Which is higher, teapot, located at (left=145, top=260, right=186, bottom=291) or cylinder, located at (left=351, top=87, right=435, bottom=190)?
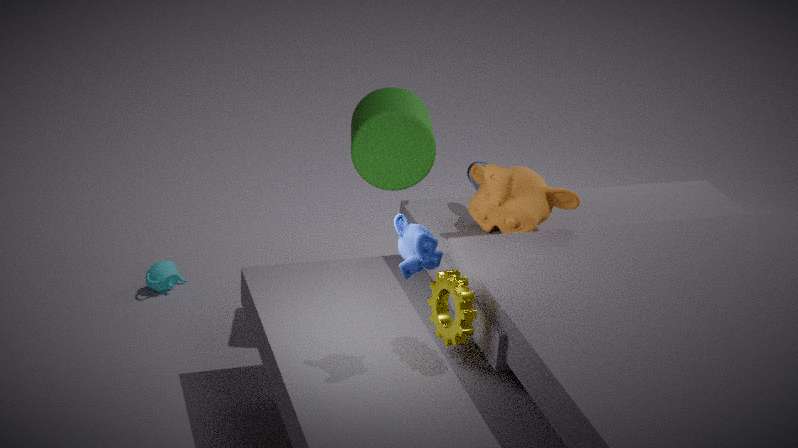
cylinder, located at (left=351, top=87, right=435, bottom=190)
